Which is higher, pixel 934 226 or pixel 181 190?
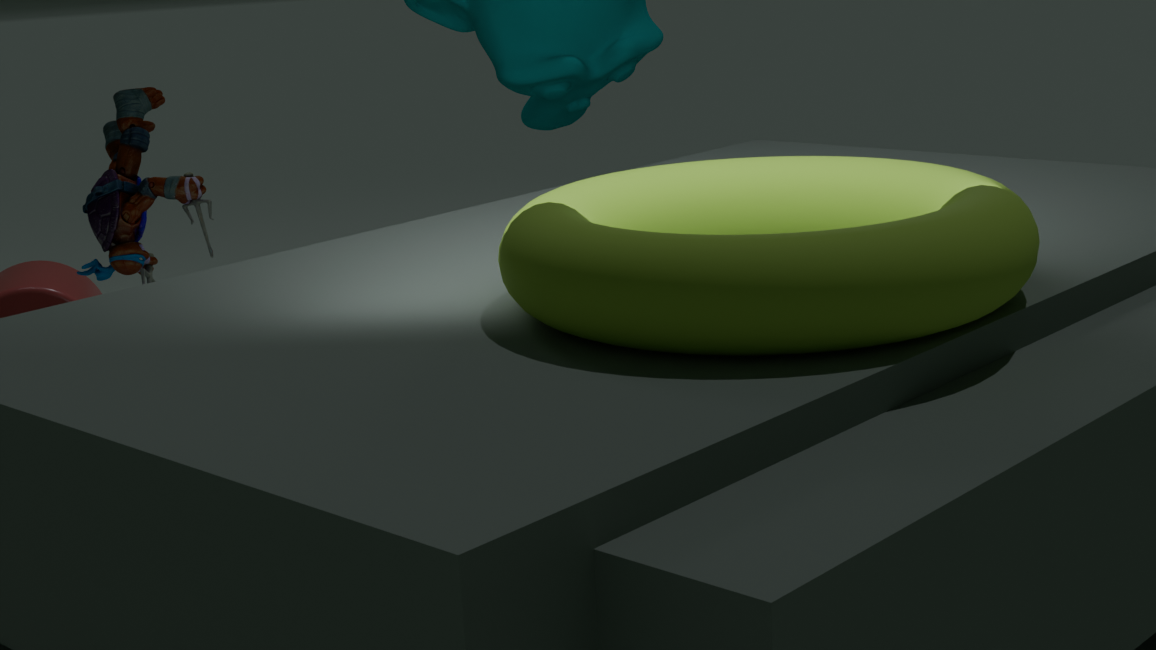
pixel 934 226
